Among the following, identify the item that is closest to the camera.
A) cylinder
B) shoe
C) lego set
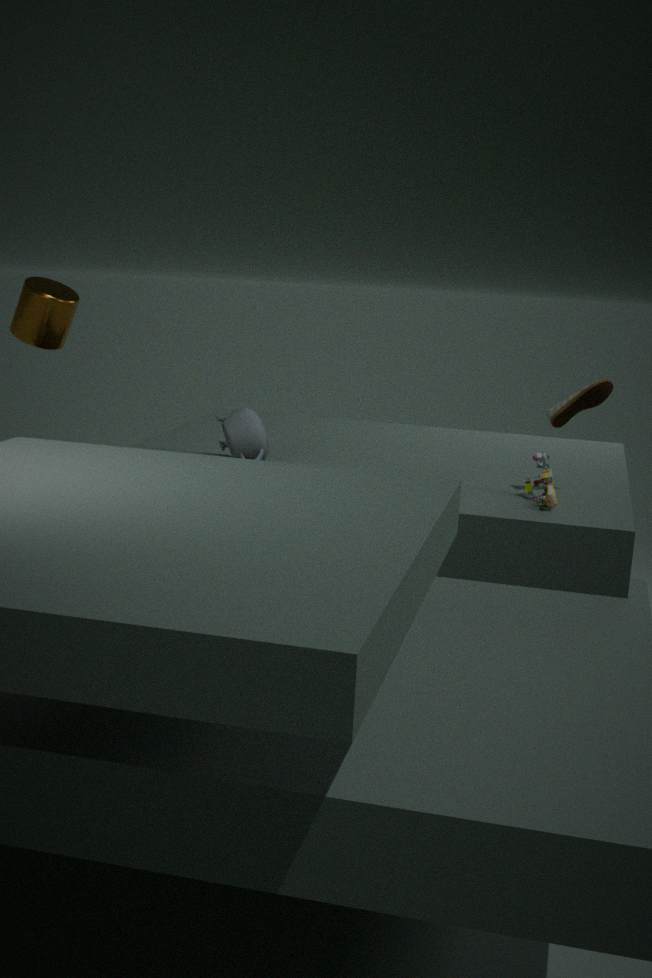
lego set
